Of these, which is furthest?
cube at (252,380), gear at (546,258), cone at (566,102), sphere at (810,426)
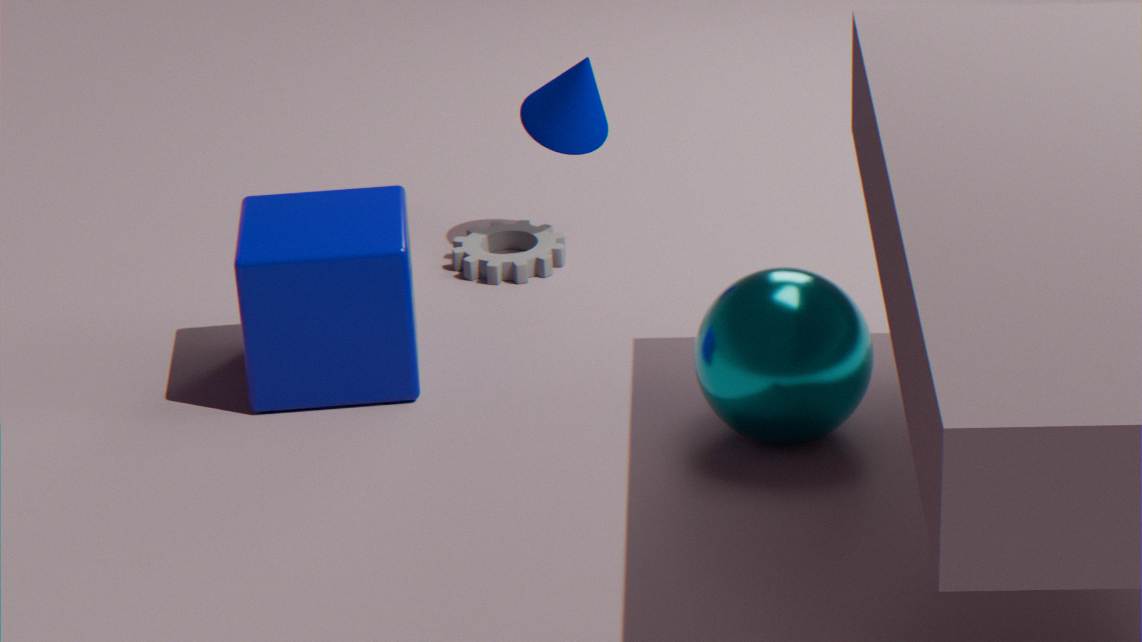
gear at (546,258)
